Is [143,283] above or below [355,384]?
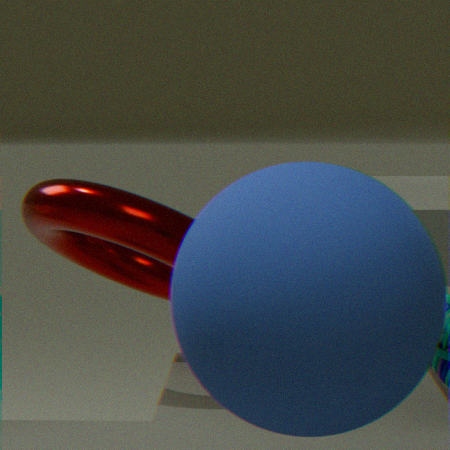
below
